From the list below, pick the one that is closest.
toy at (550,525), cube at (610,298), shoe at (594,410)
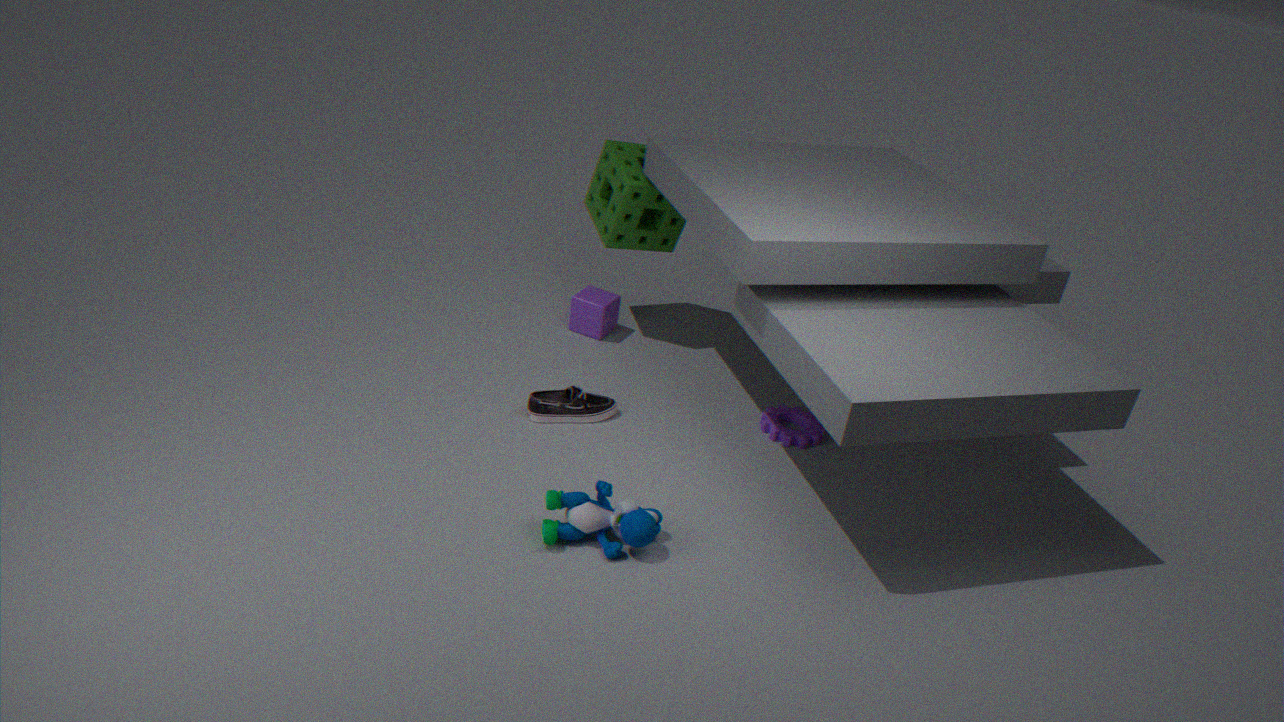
toy at (550,525)
